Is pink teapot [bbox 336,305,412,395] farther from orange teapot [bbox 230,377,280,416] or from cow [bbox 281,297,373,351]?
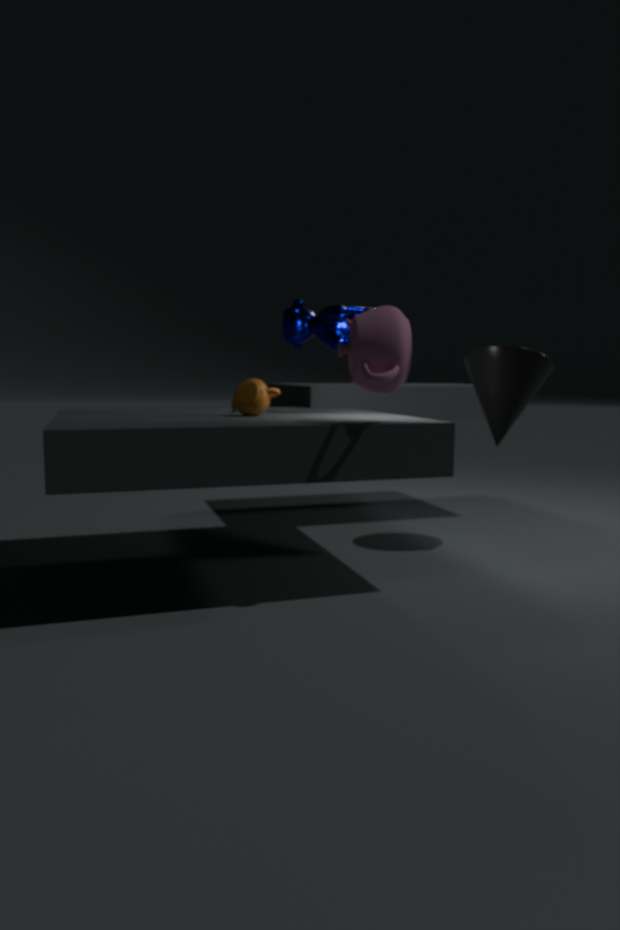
orange teapot [bbox 230,377,280,416]
